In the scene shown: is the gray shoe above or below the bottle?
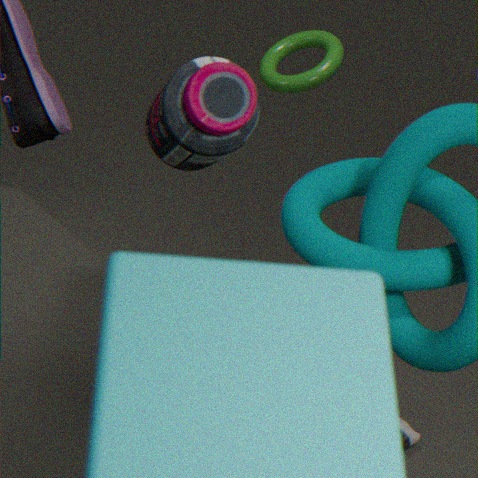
below
